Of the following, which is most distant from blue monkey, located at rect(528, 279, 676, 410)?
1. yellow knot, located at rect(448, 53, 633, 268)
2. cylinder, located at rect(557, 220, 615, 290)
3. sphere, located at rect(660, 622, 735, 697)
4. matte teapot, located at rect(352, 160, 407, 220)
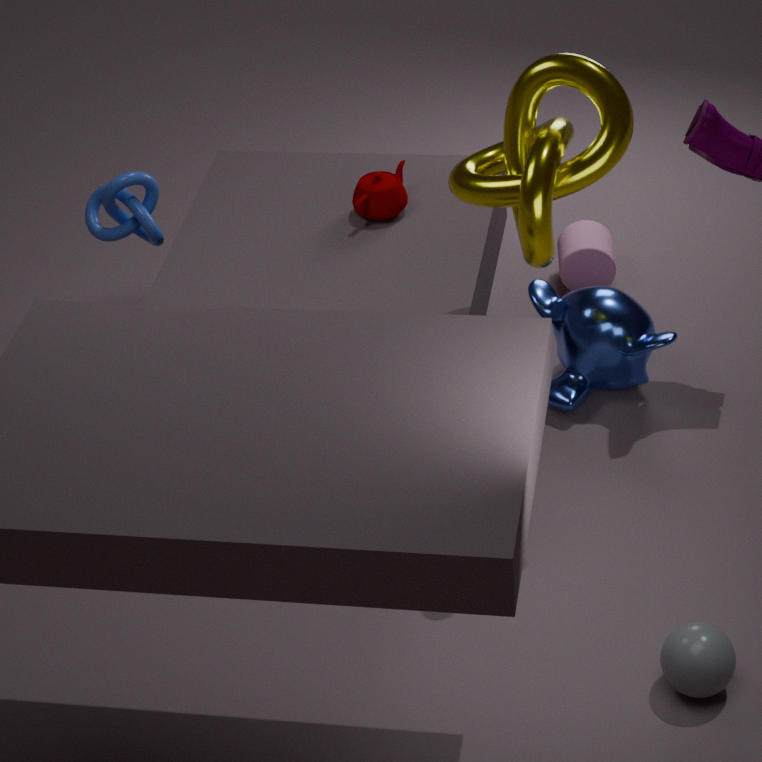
sphere, located at rect(660, 622, 735, 697)
